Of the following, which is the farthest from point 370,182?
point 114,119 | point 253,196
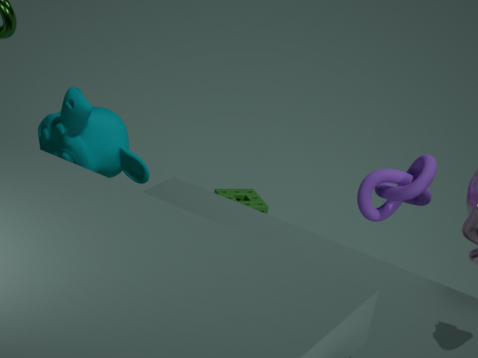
point 253,196
